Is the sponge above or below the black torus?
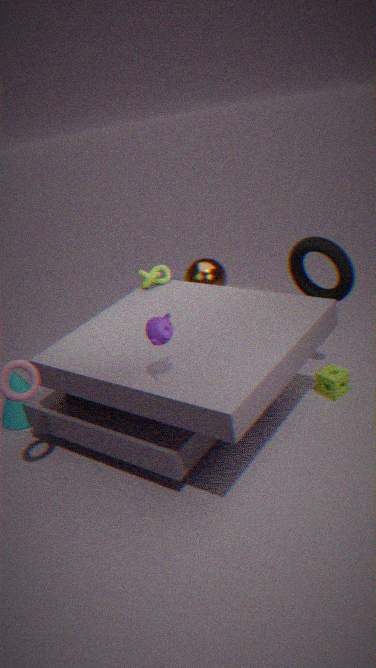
below
